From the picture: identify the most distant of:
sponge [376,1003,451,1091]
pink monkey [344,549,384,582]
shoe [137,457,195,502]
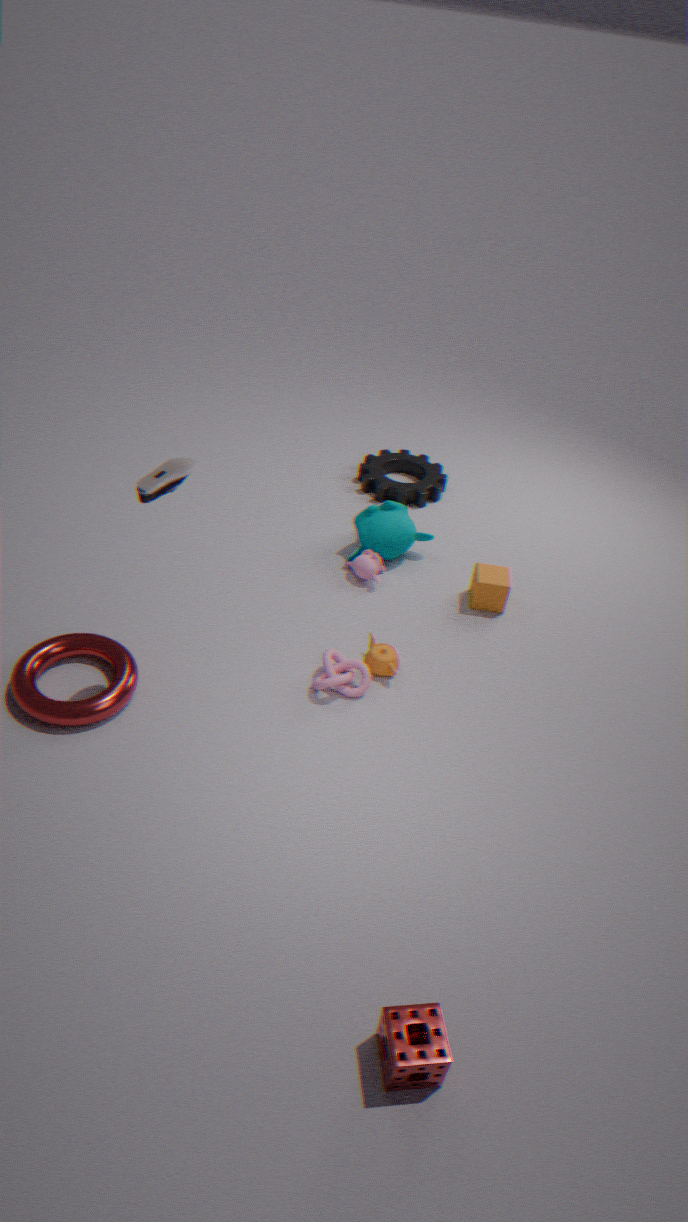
pink monkey [344,549,384,582]
